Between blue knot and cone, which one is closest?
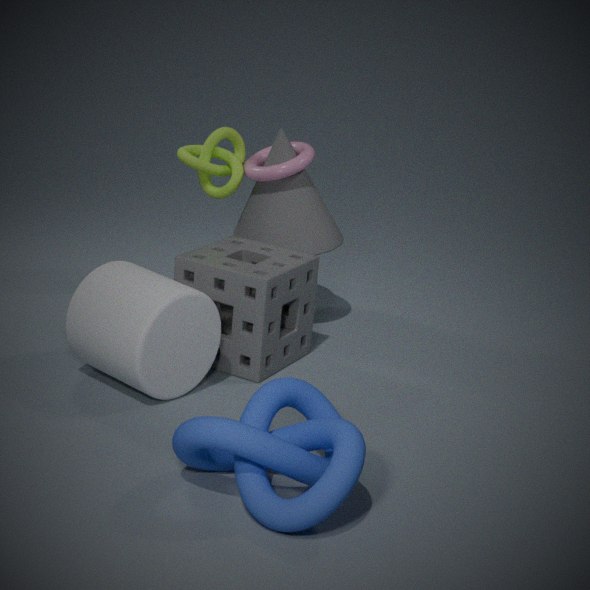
blue knot
